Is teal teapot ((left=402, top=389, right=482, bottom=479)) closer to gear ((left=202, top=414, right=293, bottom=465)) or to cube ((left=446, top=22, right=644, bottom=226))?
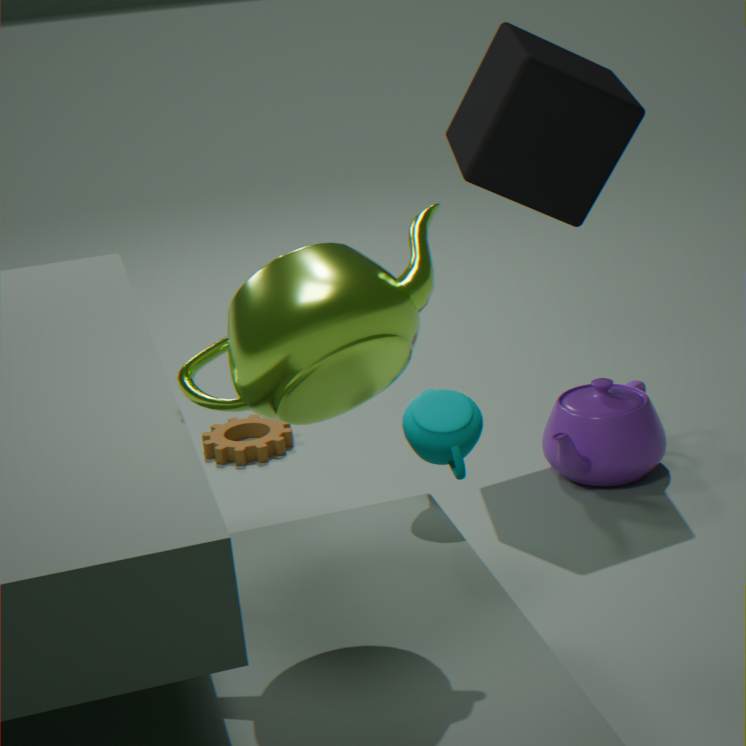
cube ((left=446, top=22, right=644, bottom=226))
